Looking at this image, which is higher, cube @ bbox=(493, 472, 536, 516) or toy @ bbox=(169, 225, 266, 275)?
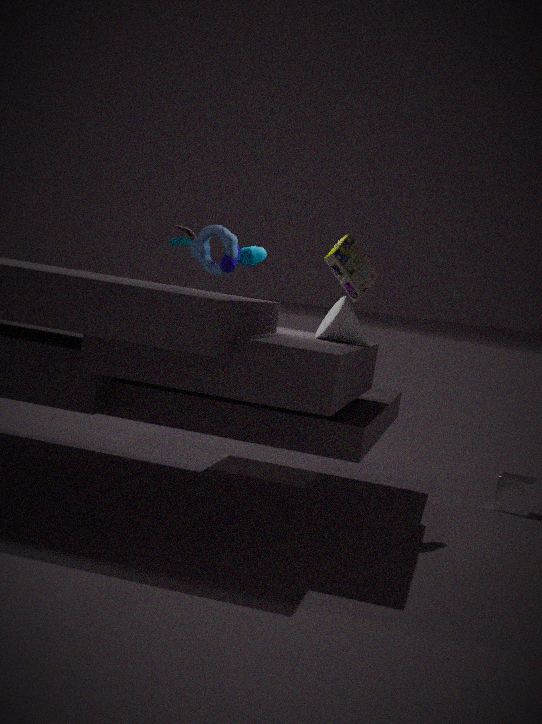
toy @ bbox=(169, 225, 266, 275)
